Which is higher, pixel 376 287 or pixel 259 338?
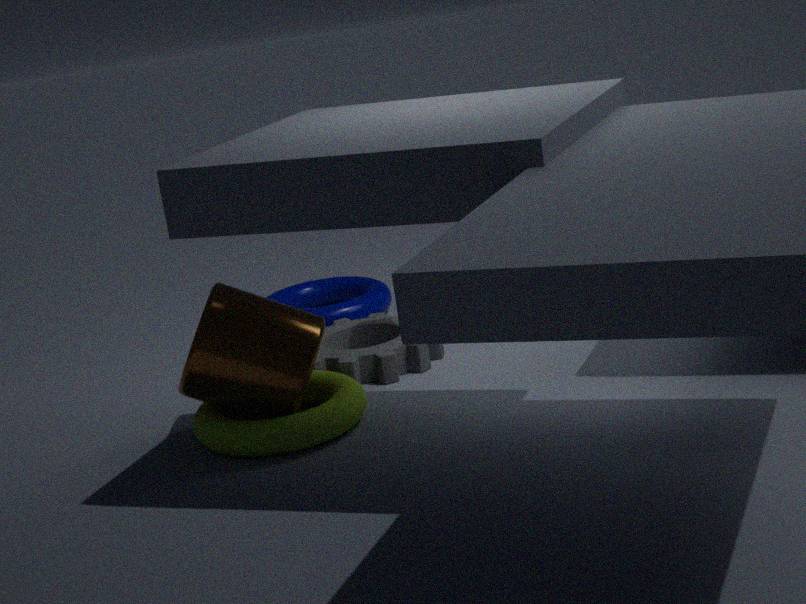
pixel 259 338
